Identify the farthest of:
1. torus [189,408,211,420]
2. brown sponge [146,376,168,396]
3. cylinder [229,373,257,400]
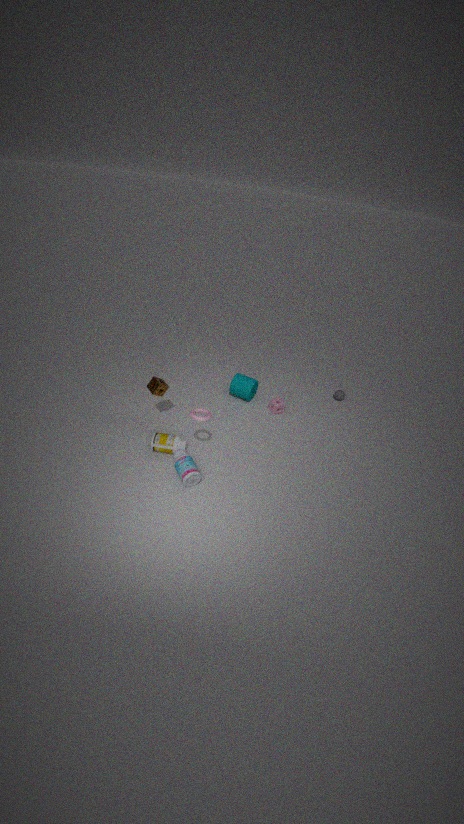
cylinder [229,373,257,400]
